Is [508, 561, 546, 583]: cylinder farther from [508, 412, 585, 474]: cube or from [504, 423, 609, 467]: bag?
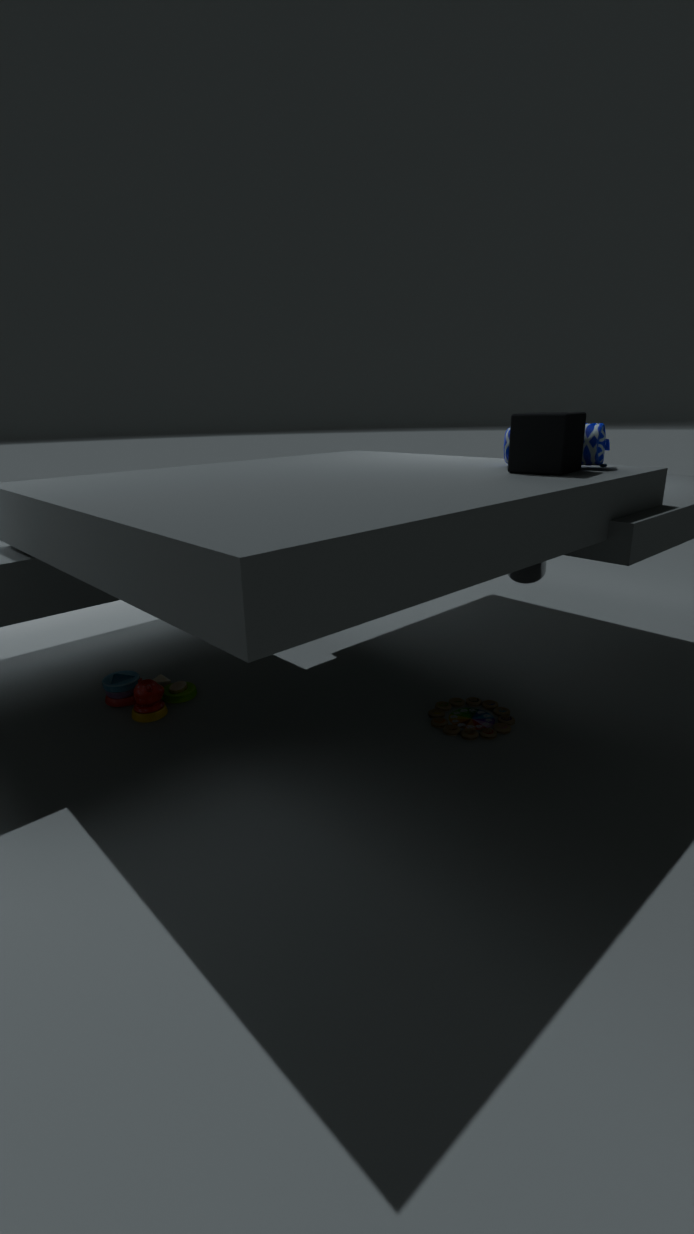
[508, 412, 585, 474]: cube
